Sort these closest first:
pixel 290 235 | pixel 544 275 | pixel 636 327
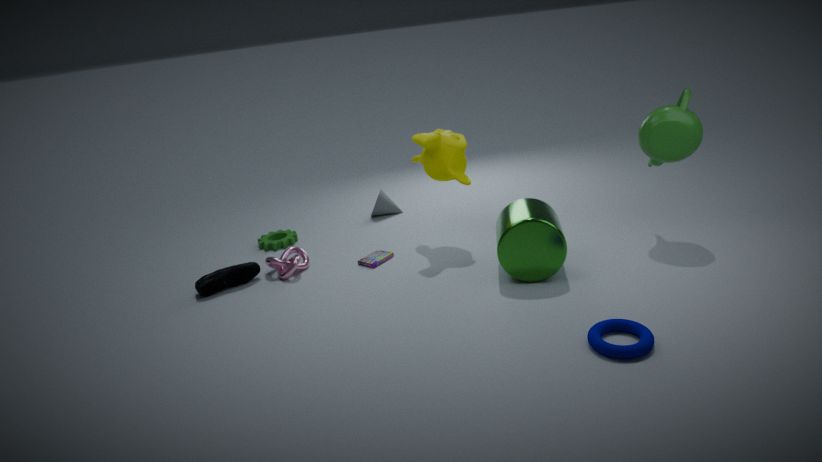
pixel 636 327 → pixel 544 275 → pixel 290 235
